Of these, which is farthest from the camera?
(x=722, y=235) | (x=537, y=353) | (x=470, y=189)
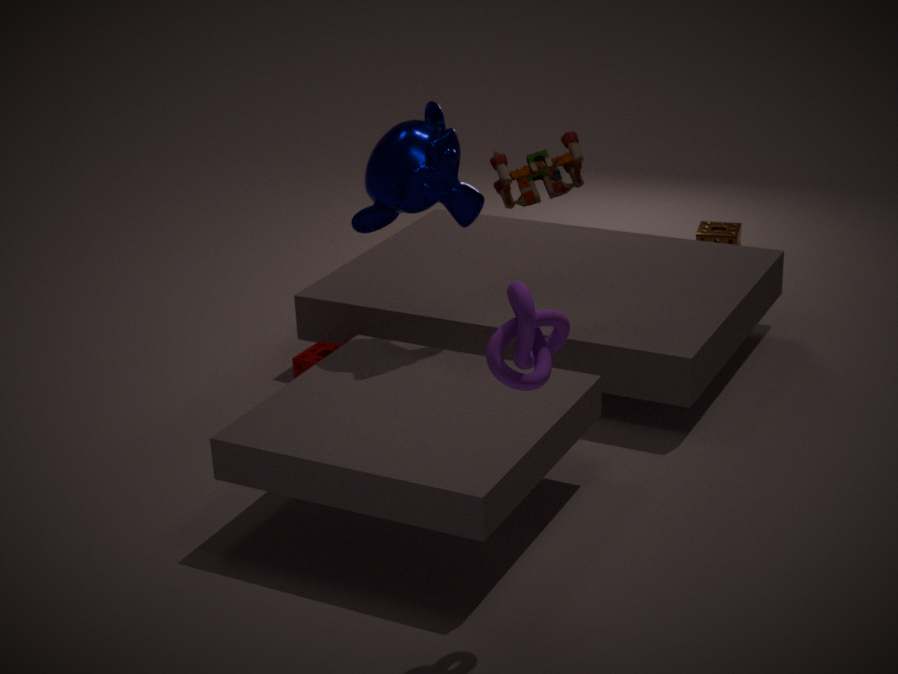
(x=722, y=235)
